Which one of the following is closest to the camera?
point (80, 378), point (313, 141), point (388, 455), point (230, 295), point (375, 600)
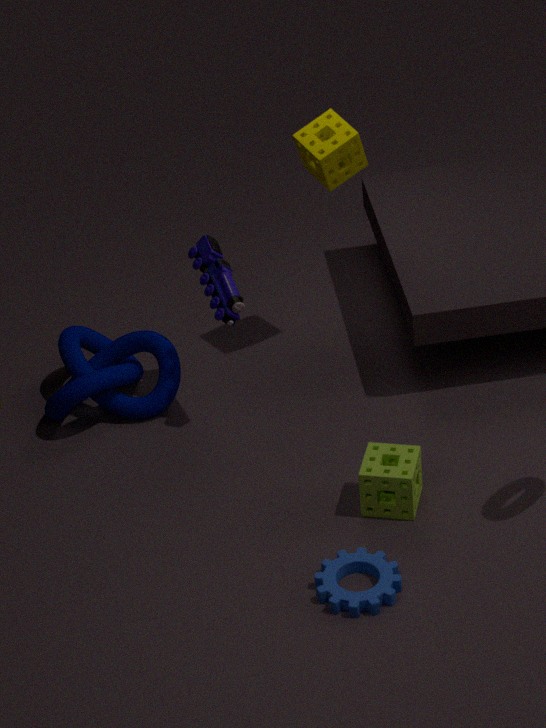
point (375, 600)
